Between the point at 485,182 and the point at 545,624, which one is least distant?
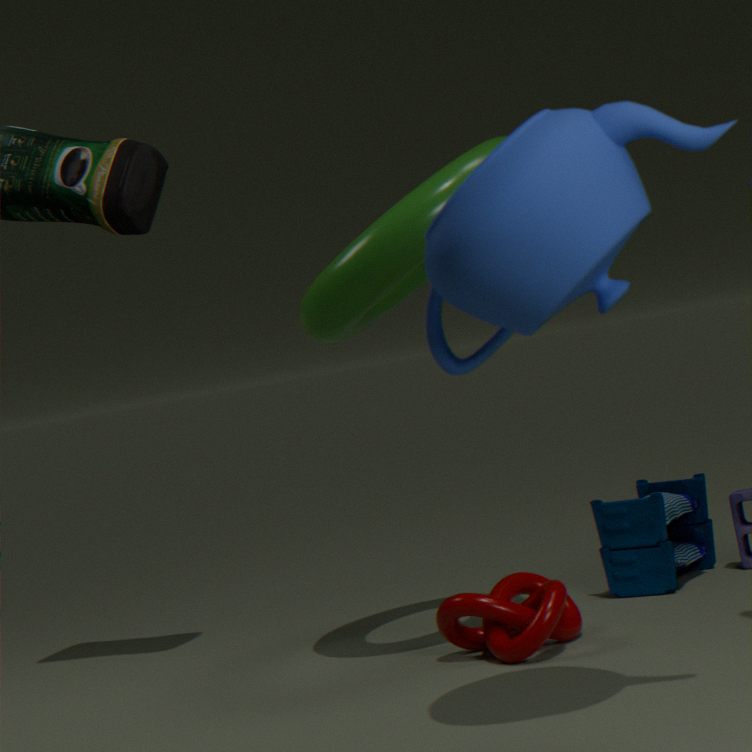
the point at 485,182
